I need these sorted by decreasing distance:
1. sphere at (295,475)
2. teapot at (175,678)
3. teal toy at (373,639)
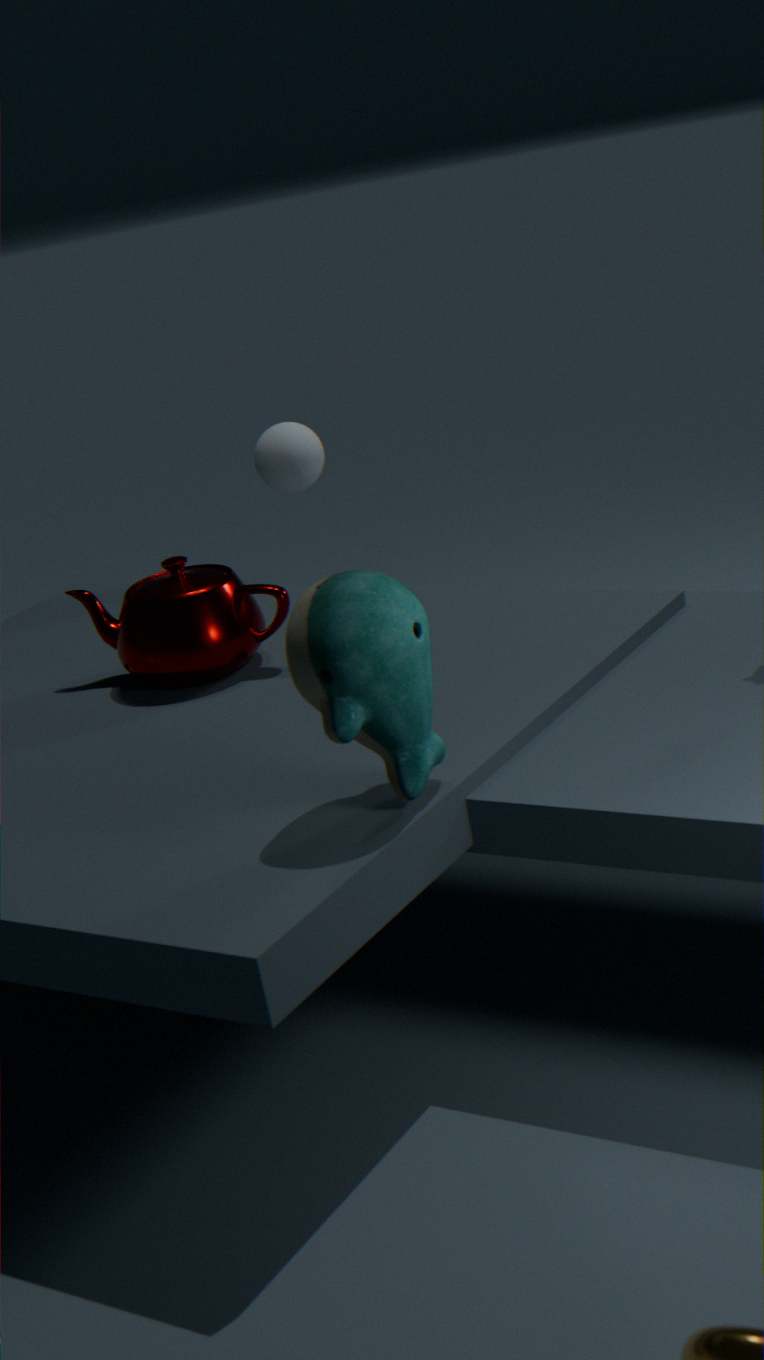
sphere at (295,475) < teapot at (175,678) < teal toy at (373,639)
